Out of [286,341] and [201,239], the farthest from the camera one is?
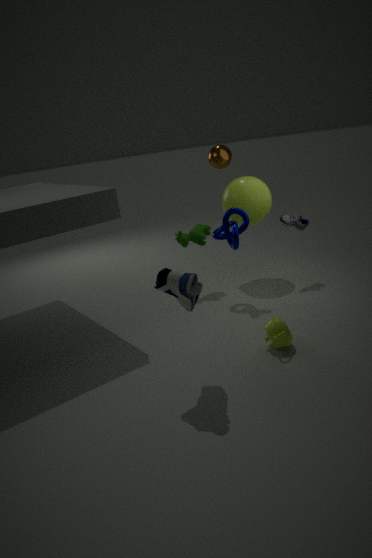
[201,239]
